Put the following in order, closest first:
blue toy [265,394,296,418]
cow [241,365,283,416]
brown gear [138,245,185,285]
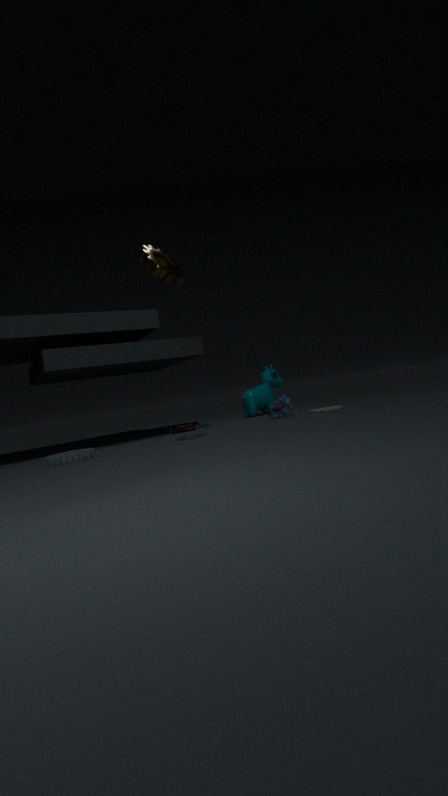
brown gear [138,245,185,285] → blue toy [265,394,296,418] → cow [241,365,283,416]
